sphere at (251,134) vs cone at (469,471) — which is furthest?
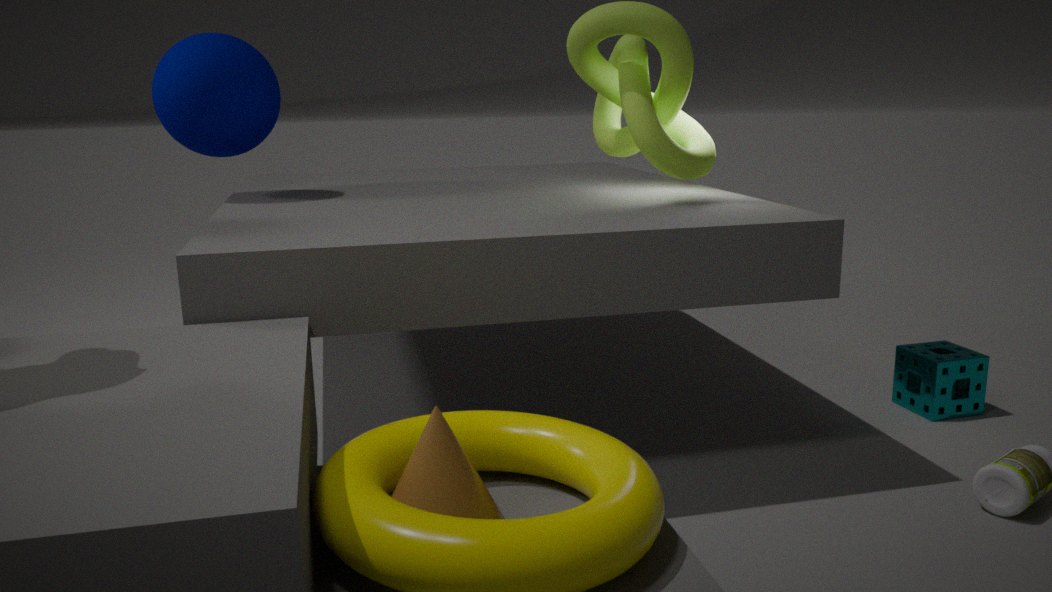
sphere at (251,134)
